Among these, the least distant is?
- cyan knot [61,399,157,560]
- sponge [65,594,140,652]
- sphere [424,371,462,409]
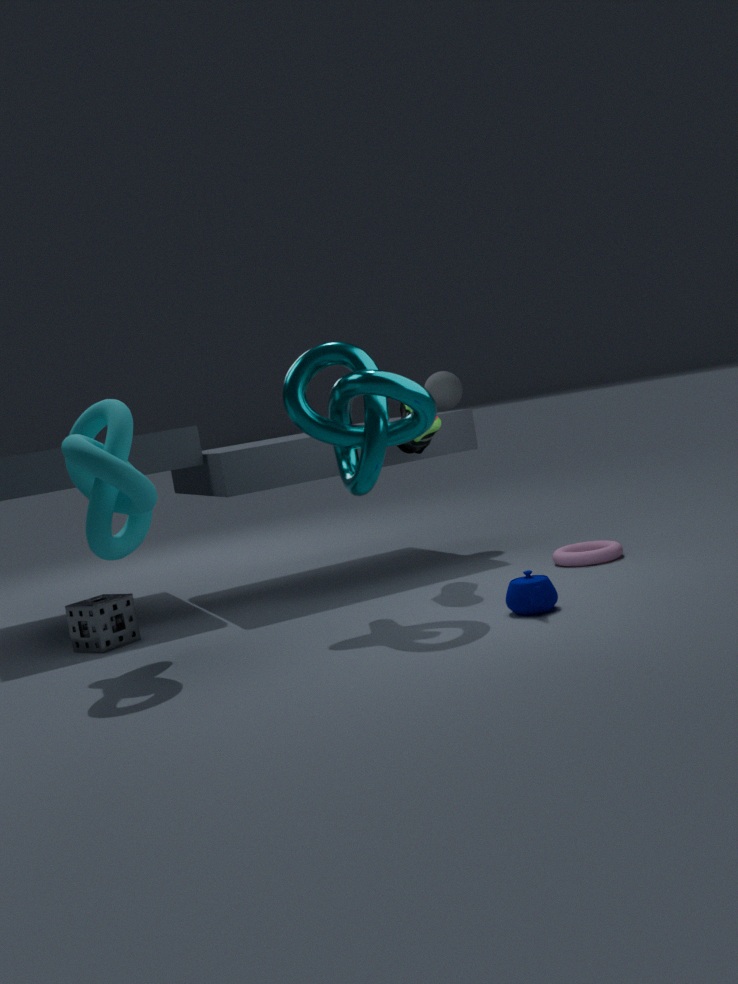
cyan knot [61,399,157,560]
